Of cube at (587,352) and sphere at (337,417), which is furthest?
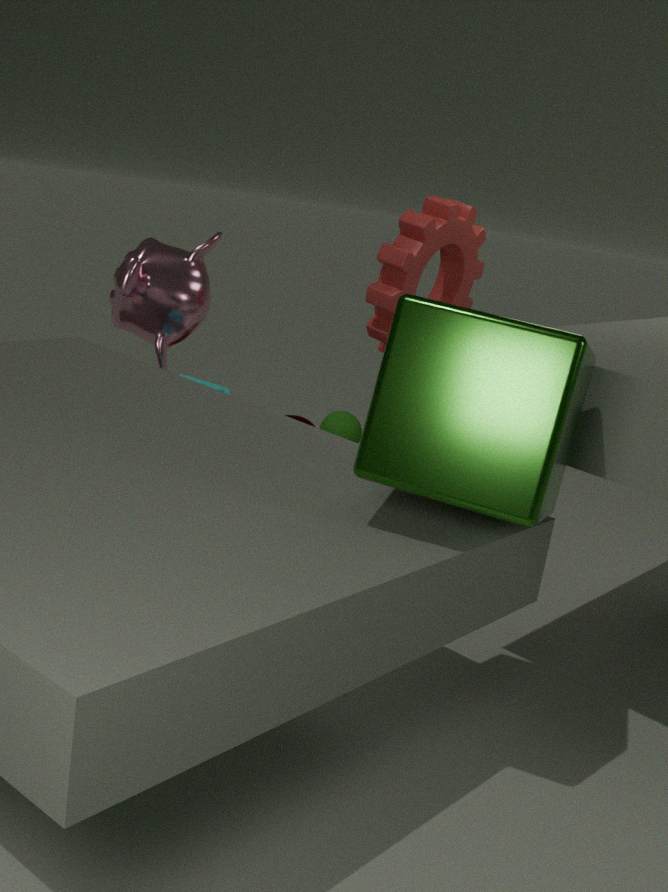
sphere at (337,417)
